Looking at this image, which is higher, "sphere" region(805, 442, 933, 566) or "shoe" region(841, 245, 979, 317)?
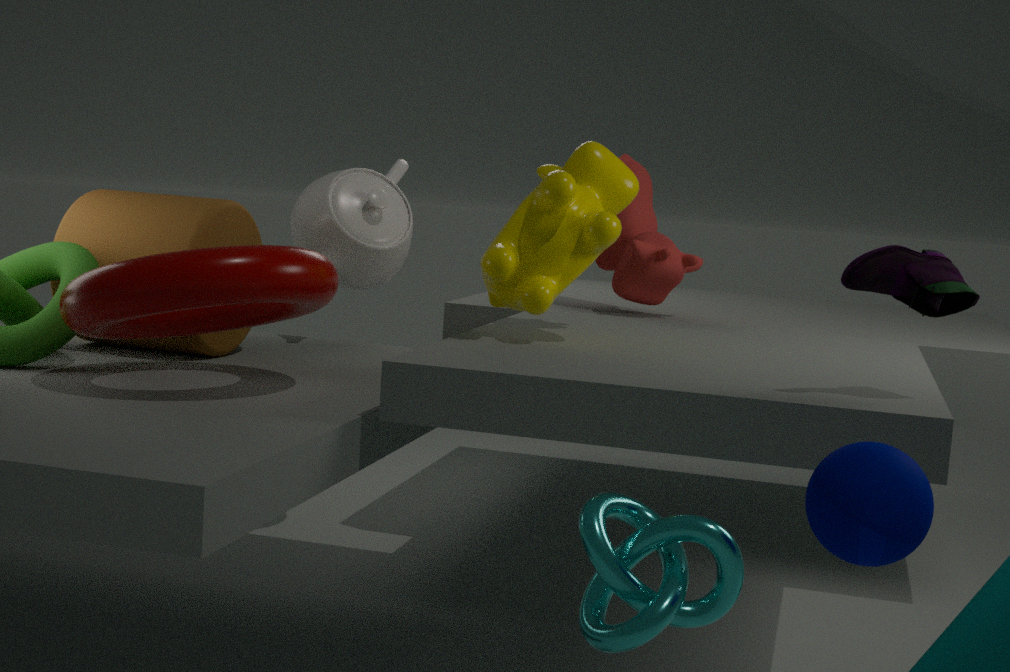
"shoe" region(841, 245, 979, 317)
